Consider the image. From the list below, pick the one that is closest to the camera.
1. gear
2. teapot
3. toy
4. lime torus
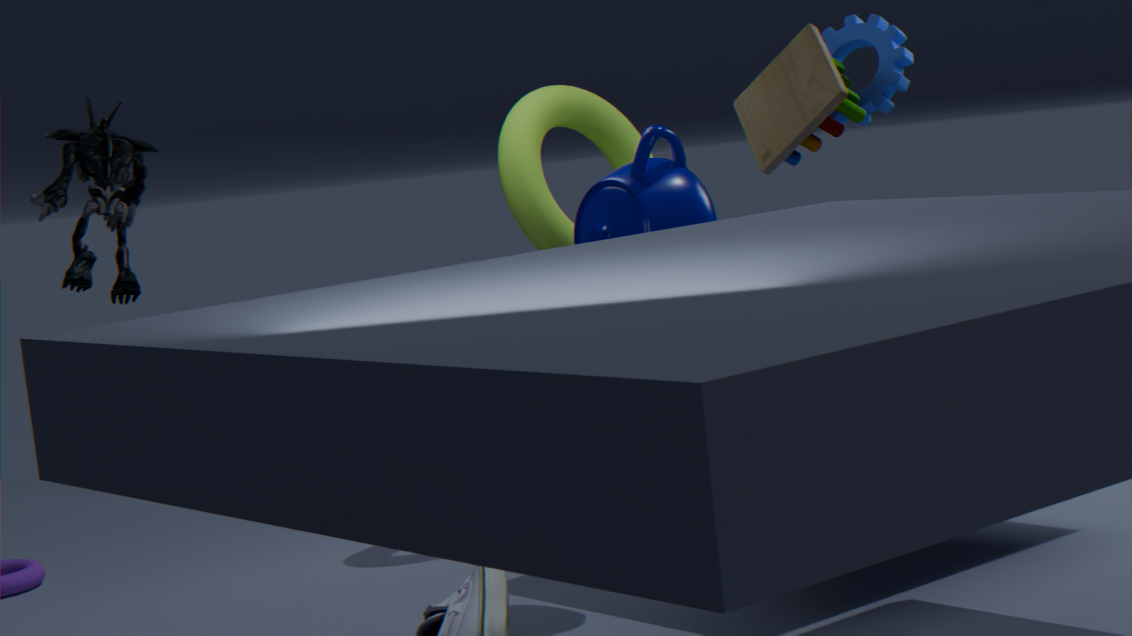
Answer: teapot
